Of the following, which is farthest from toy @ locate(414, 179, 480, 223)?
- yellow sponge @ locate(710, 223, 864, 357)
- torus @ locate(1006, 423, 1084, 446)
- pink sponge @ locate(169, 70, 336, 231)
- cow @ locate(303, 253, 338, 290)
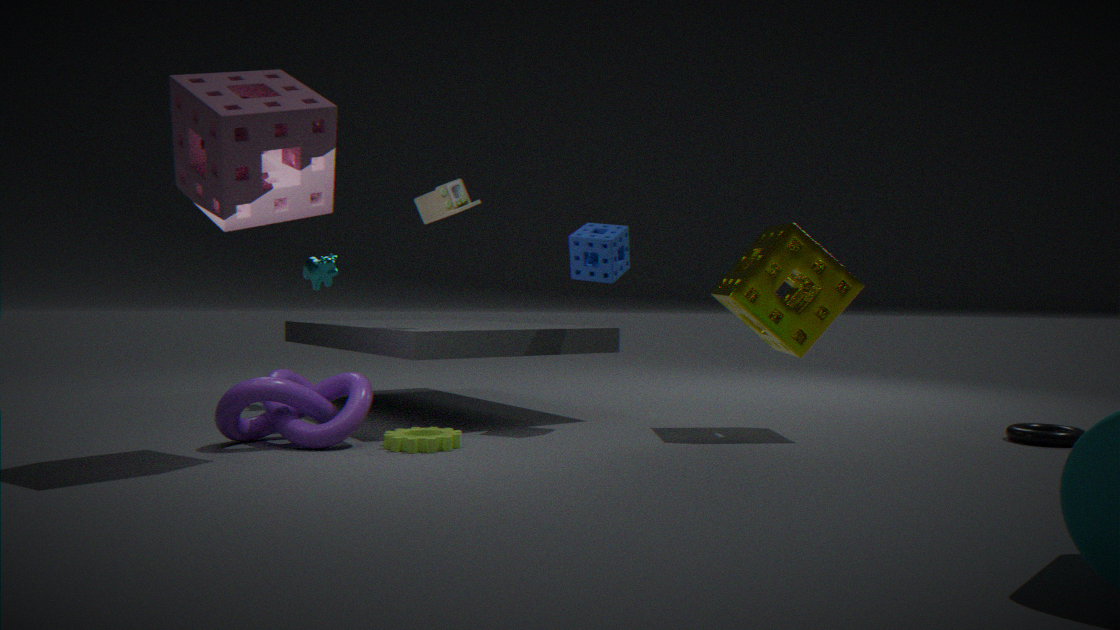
torus @ locate(1006, 423, 1084, 446)
